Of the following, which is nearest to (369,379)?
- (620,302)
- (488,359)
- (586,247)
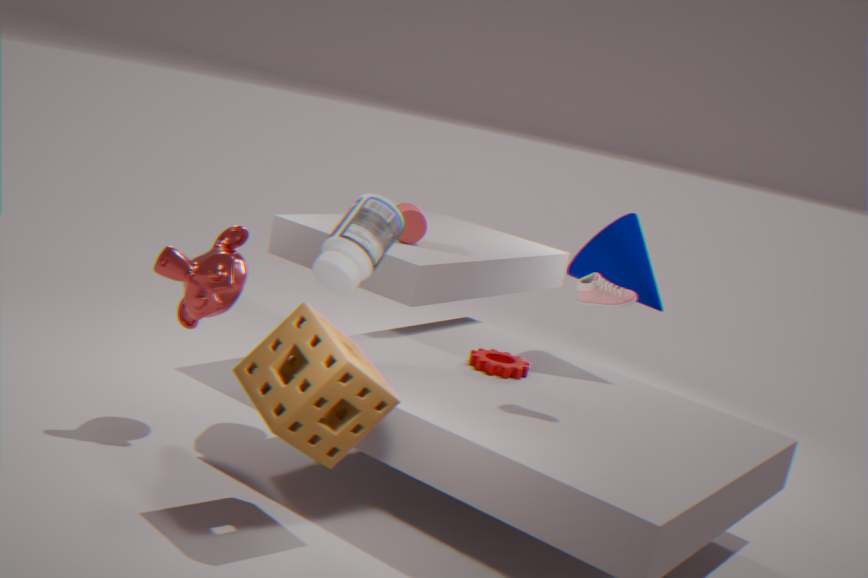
(488,359)
